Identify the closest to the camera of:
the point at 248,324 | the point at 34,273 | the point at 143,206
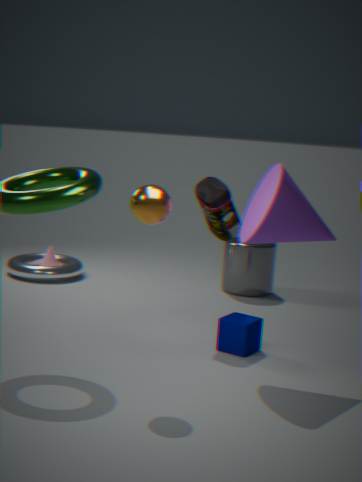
the point at 143,206
